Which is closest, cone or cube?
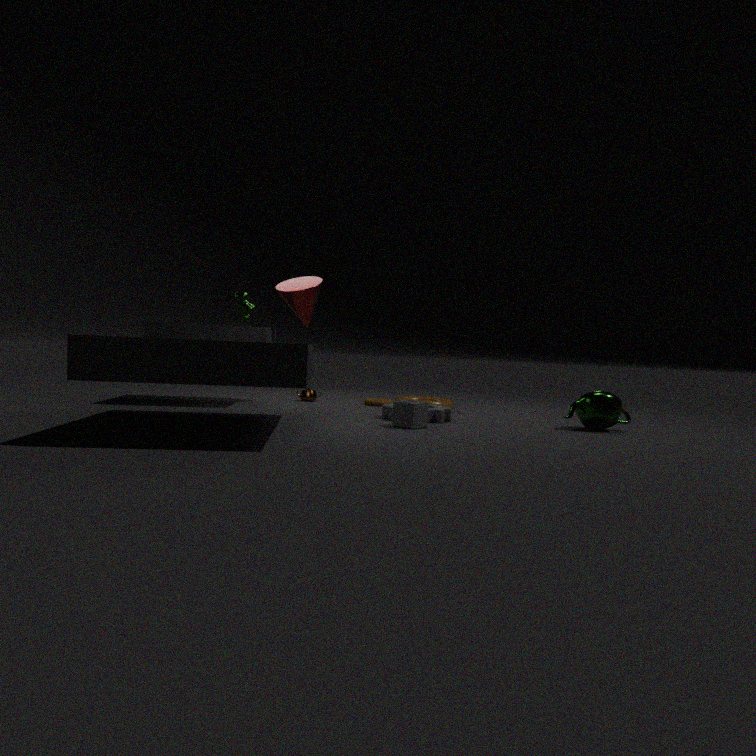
cube
